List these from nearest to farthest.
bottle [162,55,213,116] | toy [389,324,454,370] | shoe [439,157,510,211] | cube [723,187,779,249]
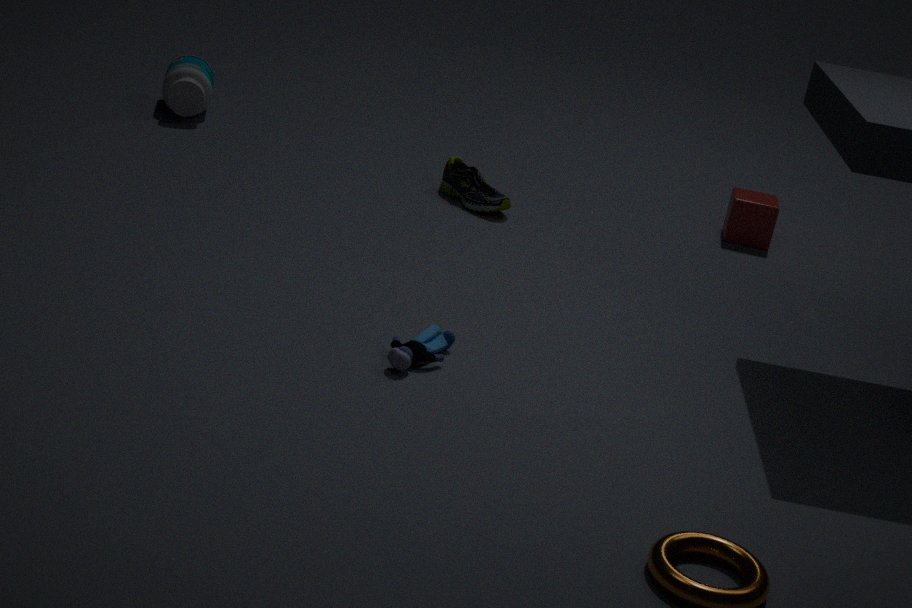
toy [389,324,454,370], shoe [439,157,510,211], cube [723,187,779,249], bottle [162,55,213,116]
